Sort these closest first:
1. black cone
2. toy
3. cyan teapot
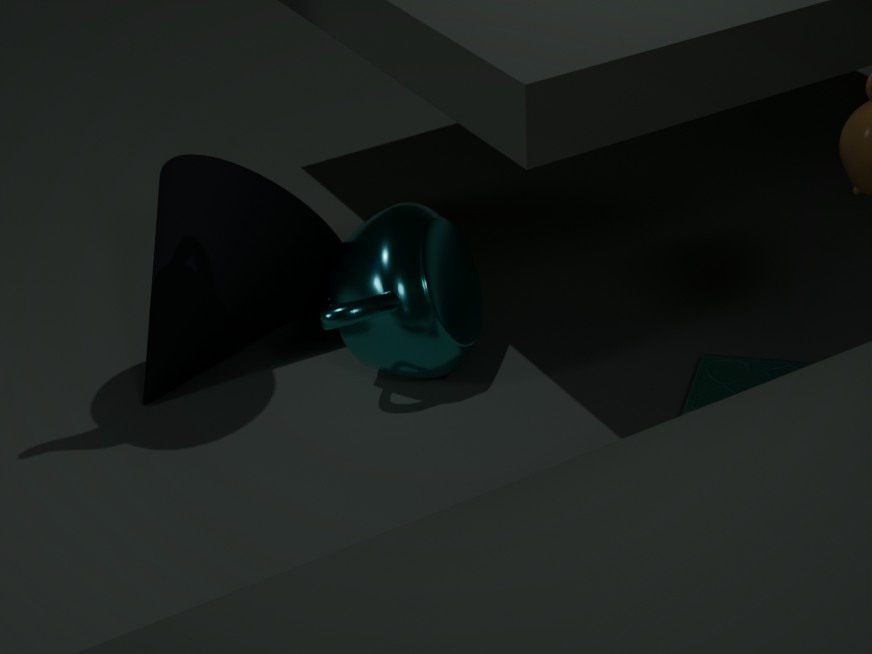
cyan teapot
toy
black cone
